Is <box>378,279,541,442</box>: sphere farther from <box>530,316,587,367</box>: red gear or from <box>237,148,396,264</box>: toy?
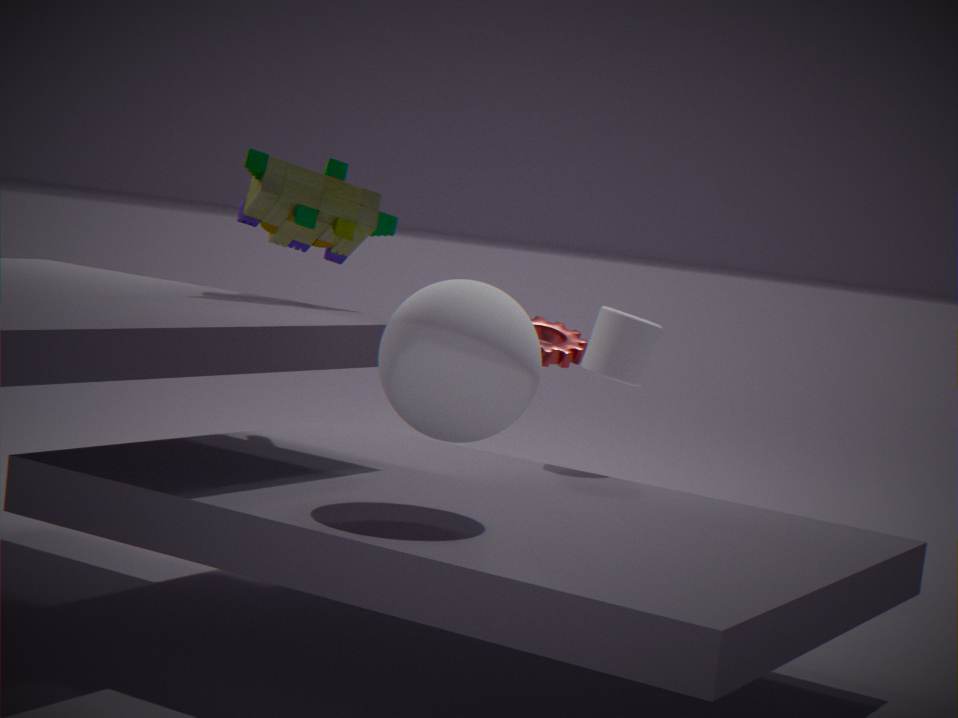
<box>530,316,587,367</box>: red gear
